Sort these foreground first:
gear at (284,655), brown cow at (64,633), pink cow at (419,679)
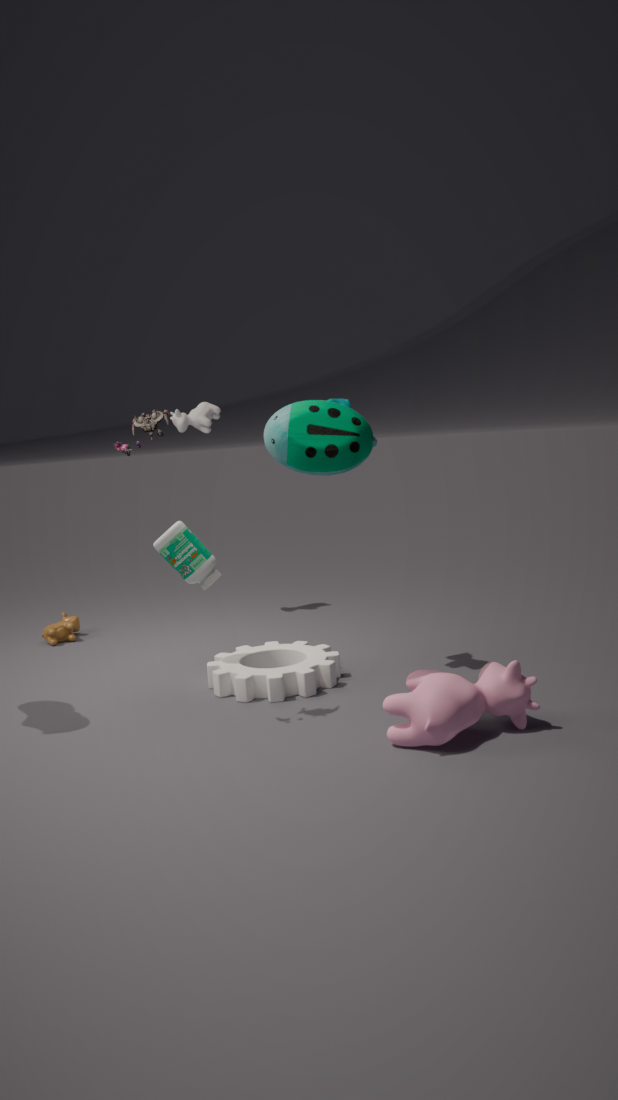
pink cow at (419,679) < gear at (284,655) < brown cow at (64,633)
